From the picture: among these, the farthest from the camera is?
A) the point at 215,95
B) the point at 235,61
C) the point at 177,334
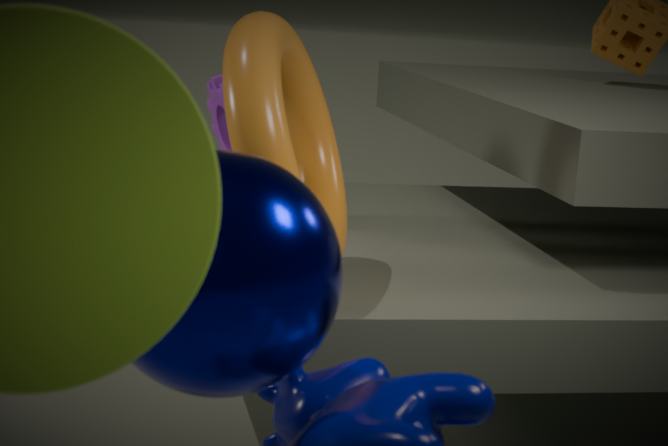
the point at 215,95
